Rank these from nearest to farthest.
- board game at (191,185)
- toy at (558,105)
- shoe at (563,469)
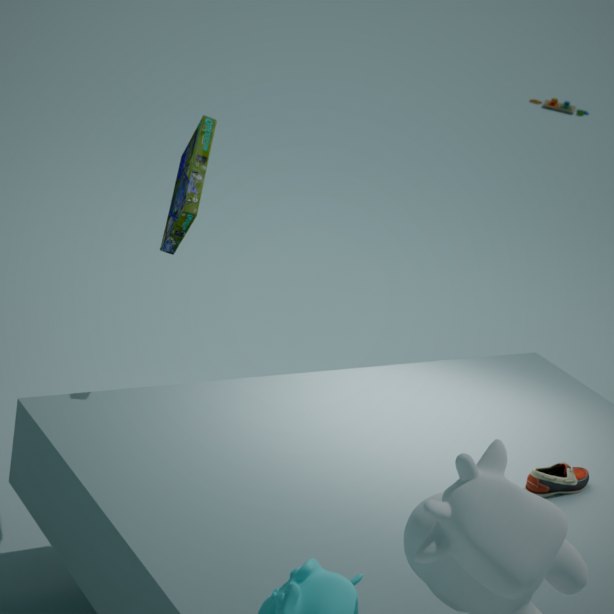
1. shoe at (563,469)
2. board game at (191,185)
3. toy at (558,105)
